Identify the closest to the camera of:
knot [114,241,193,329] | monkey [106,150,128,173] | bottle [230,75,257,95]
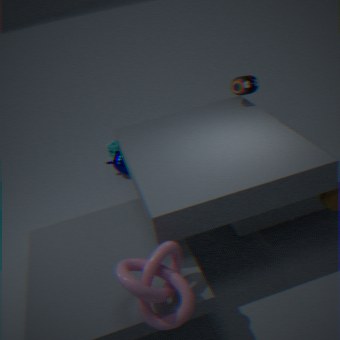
knot [114,241,193,329]
